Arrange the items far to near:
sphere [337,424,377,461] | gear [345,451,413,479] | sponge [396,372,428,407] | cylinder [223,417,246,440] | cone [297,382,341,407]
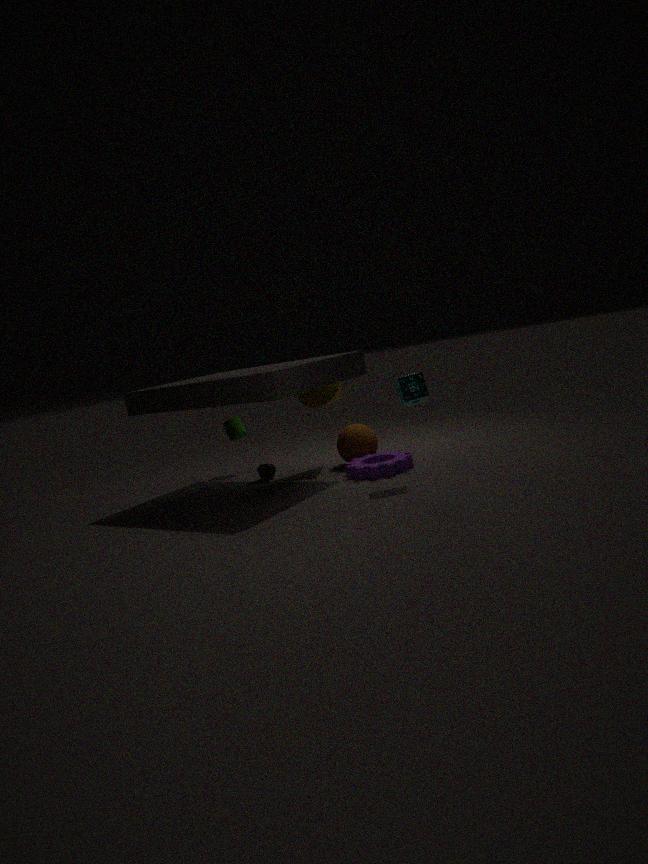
cylinder [223,417,246,440] → sphere [337,424,377,461] → cone [297,382,341,407] → gear [345,451,413,479] → sponge [396,372,428,407]
